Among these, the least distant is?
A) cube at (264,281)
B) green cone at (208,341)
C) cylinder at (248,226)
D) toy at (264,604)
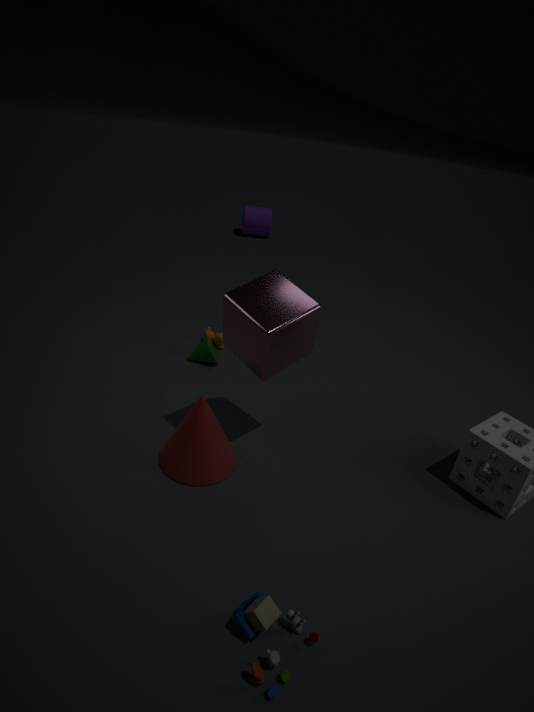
toy at (264,604)
